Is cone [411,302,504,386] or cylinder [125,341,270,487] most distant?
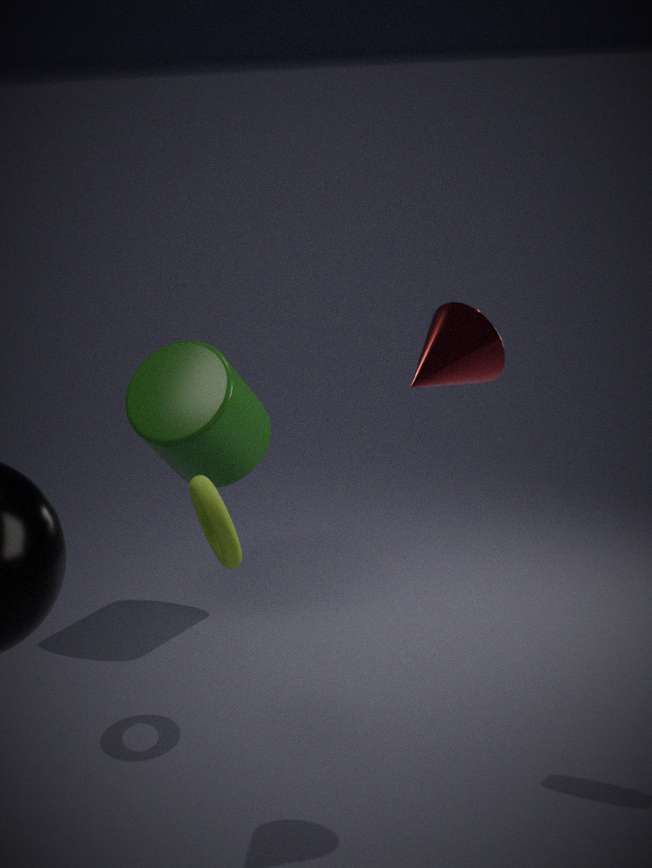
cylinder [125,341,270,487]
